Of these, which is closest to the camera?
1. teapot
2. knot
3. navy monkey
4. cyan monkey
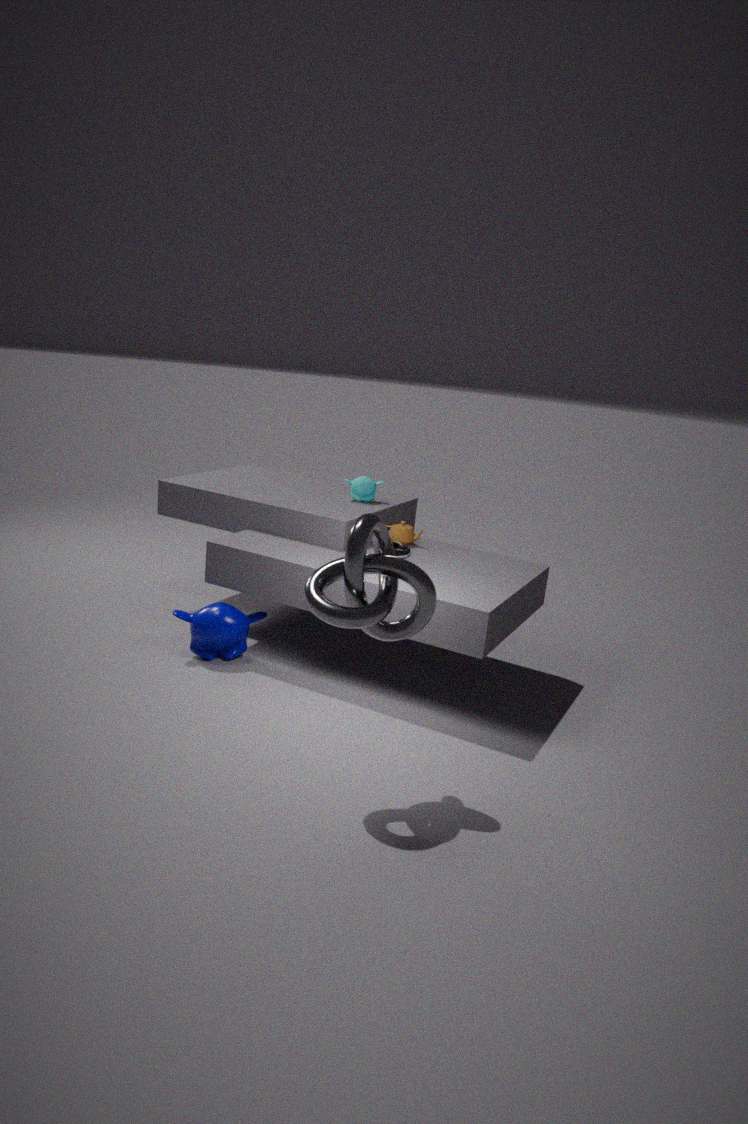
knot
